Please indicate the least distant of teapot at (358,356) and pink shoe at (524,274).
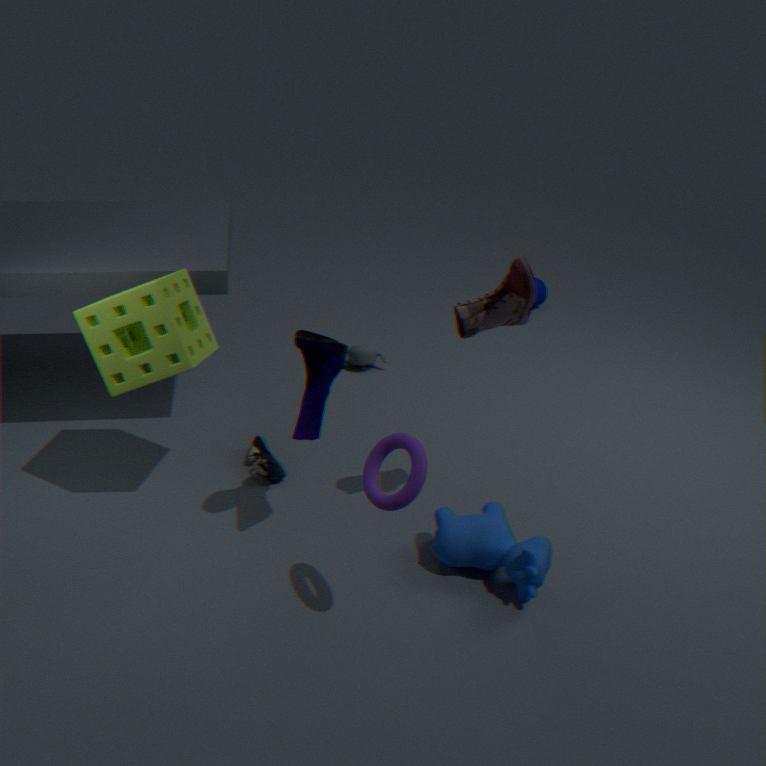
pink shoe at (524,274)
